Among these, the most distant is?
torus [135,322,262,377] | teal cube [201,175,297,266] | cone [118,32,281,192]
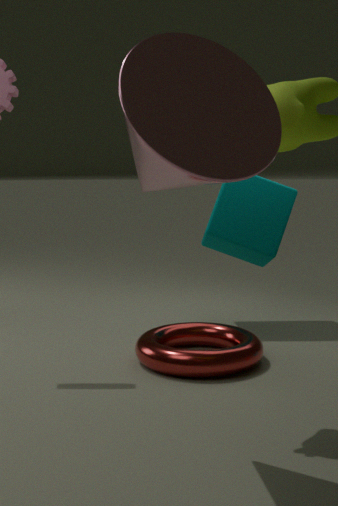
teal cube [201,175,297,266]
